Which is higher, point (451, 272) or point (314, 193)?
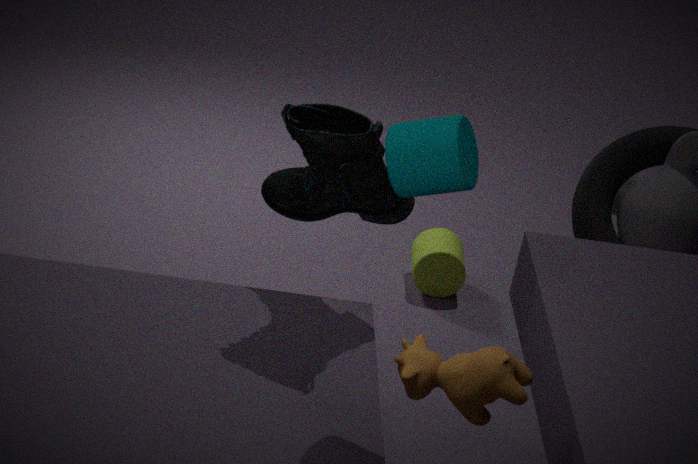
point (314, 193)
